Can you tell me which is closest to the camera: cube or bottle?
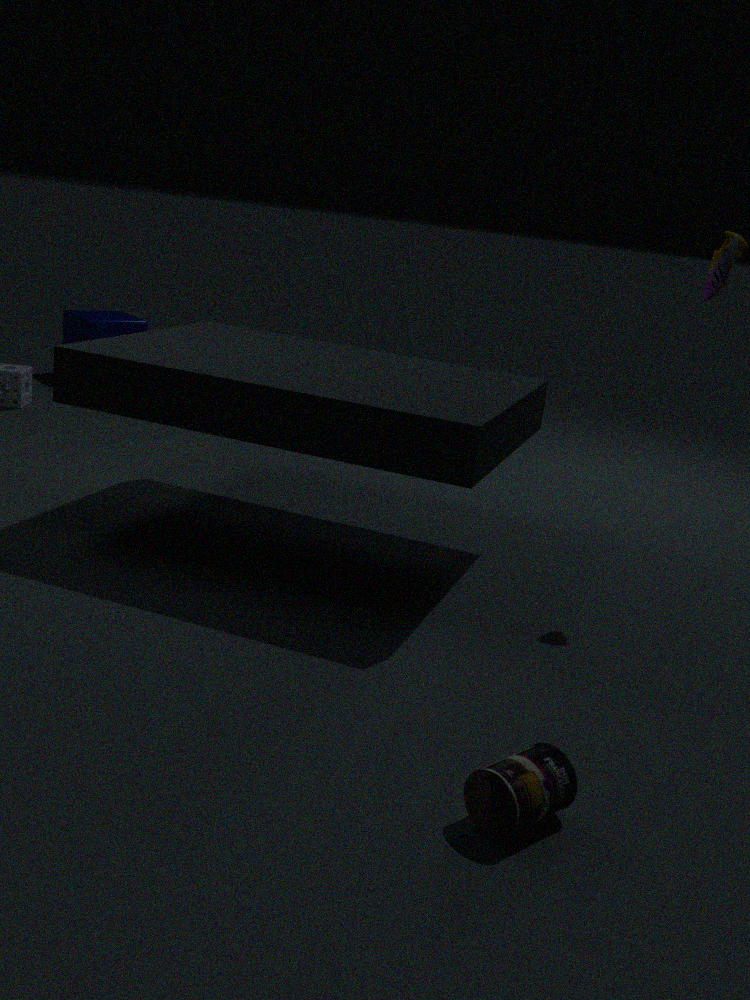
bottle
